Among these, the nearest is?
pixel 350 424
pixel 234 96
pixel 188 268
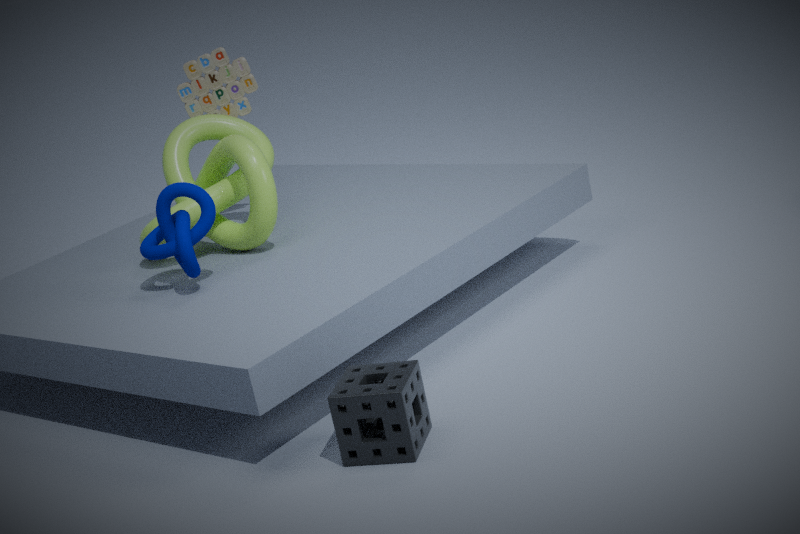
pixel 350 424
